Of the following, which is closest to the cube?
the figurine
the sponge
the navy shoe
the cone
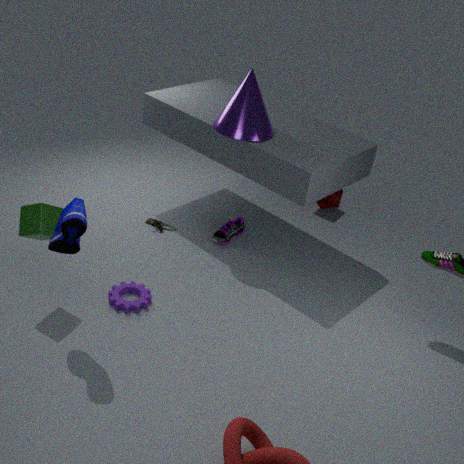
the navy shoe
